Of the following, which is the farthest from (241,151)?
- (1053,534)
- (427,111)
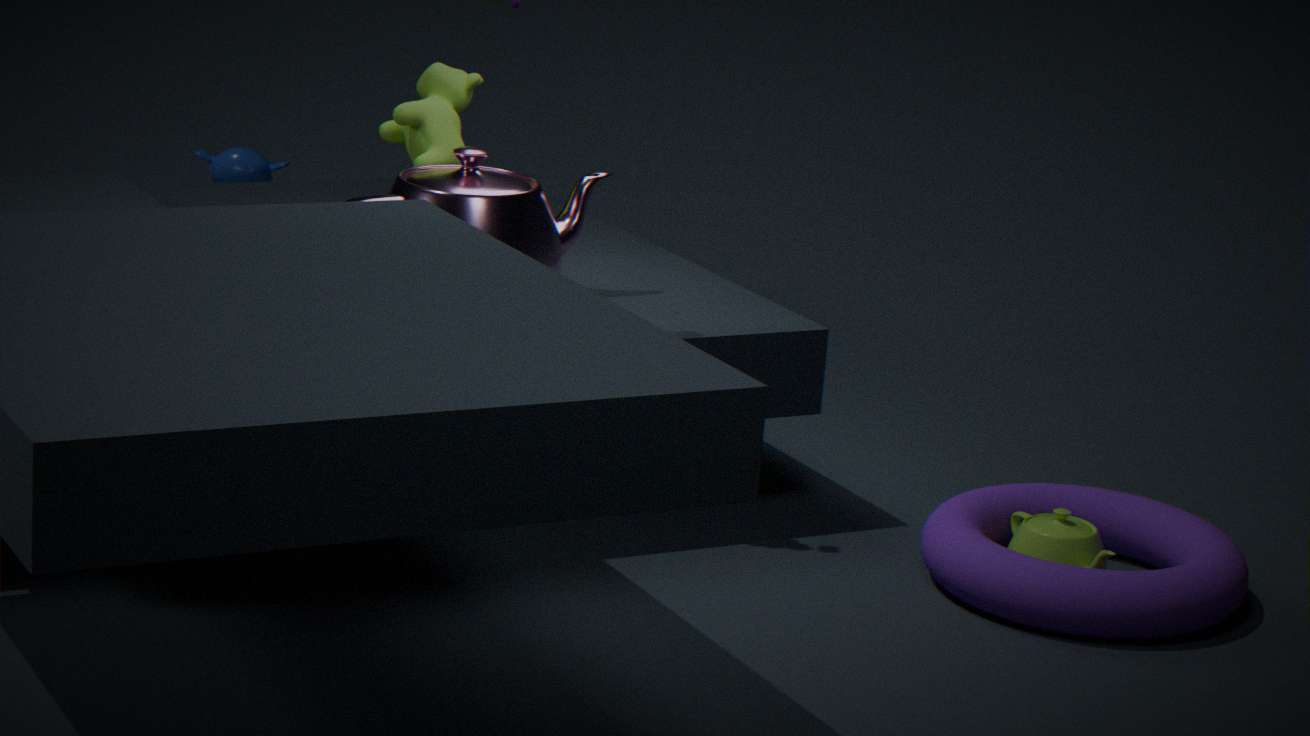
(1053,534)
